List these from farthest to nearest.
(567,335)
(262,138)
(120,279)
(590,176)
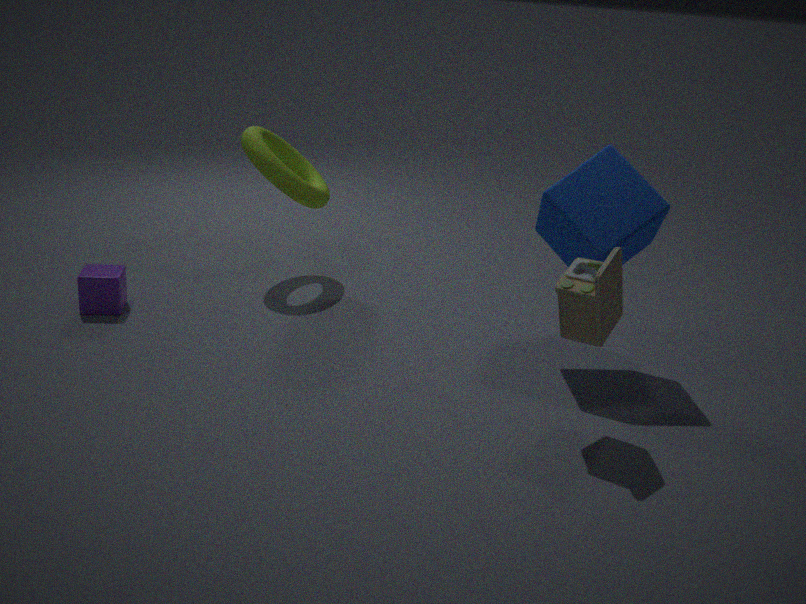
(262,138)
(120,279)
(590,176)
(567,335)
